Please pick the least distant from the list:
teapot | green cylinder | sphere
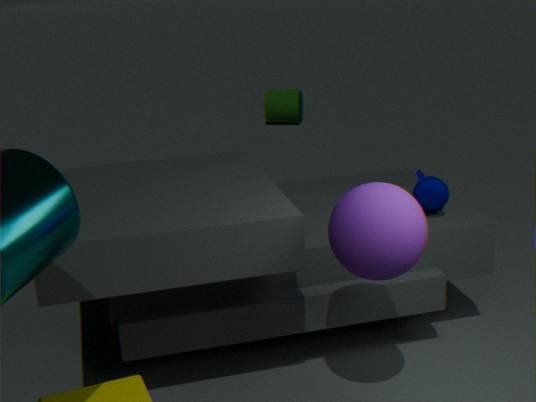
sphere
